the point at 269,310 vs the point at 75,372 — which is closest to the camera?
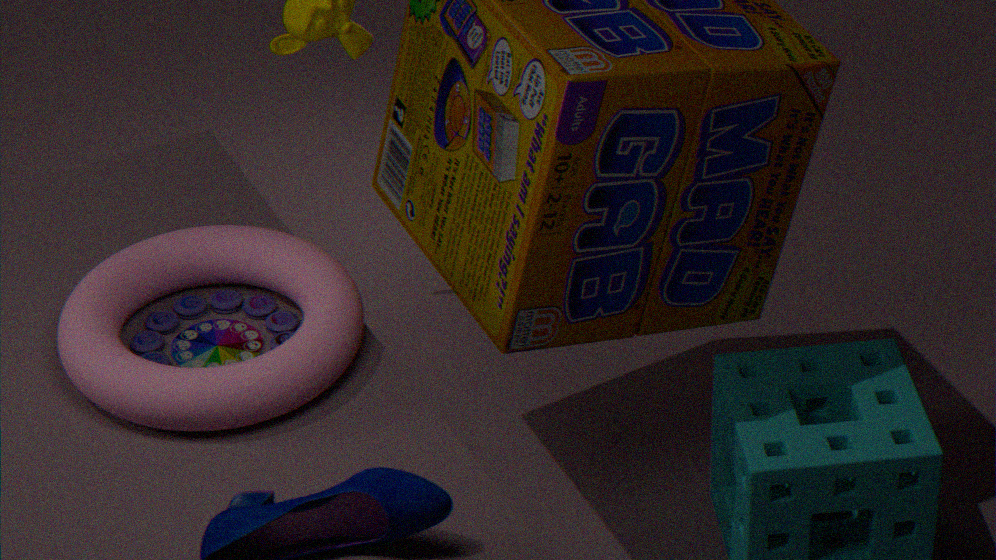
the point at 75,372
